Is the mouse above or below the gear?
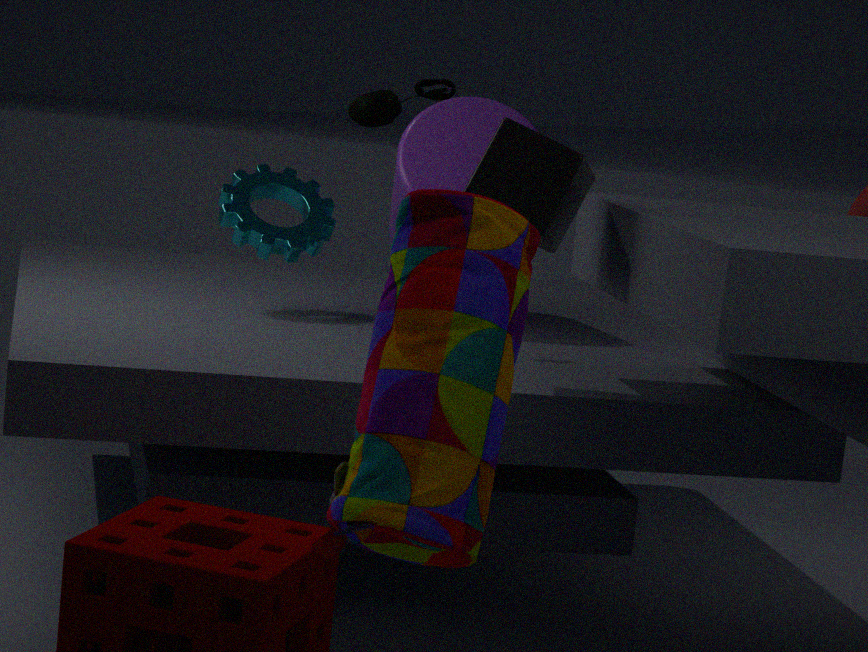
above
